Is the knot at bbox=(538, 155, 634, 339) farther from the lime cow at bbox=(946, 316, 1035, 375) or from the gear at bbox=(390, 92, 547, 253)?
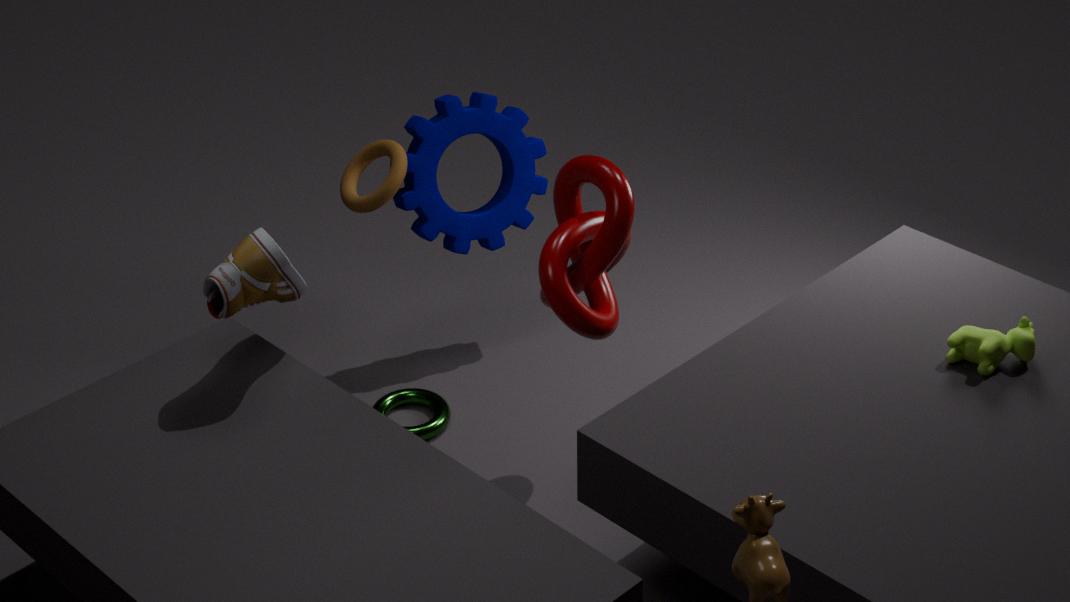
the lime cow at bbox=(946, 316, 1035, 375)
